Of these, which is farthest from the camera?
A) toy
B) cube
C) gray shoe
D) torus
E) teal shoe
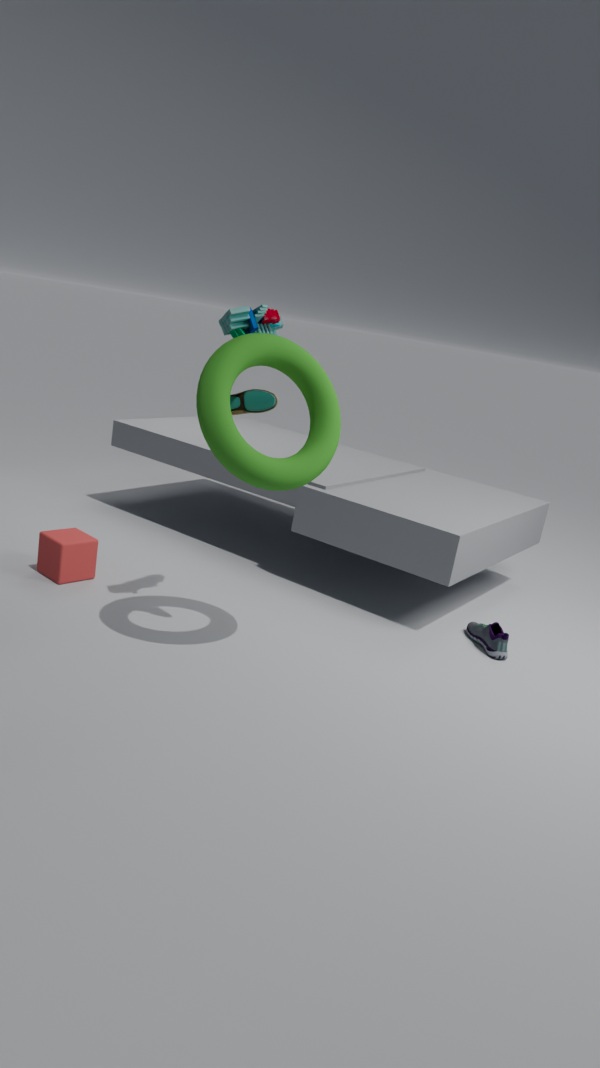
C. gray shoe
